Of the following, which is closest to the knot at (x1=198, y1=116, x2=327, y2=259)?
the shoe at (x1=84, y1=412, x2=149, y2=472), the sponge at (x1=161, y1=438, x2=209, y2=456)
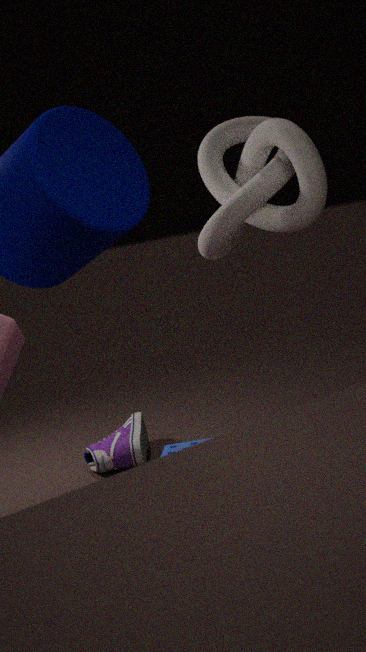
the sponge at (x1=161, y1=438, x2=209, y2=456)
